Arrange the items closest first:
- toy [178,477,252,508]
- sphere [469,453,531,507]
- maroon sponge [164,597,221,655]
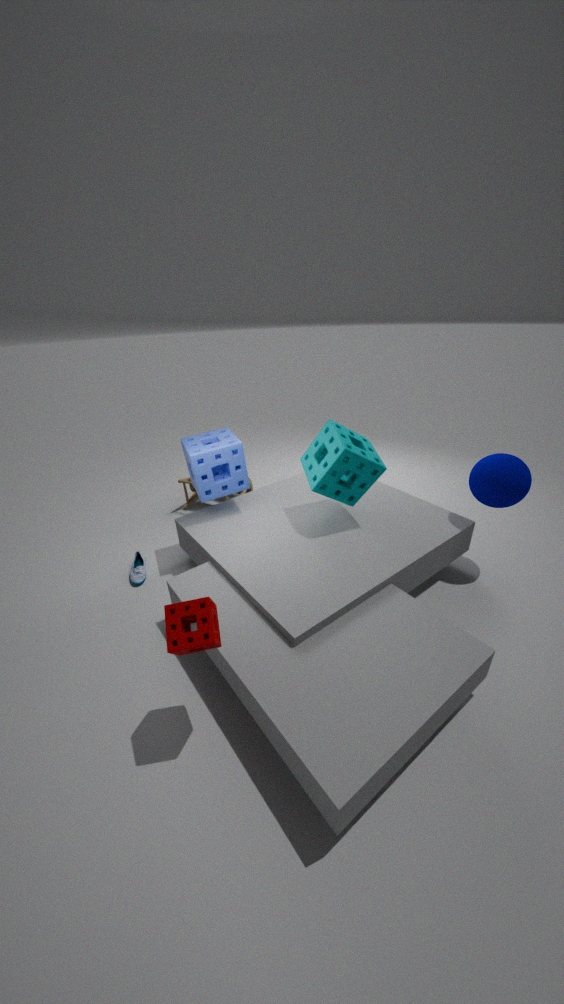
maroon sponge [164,597,221,655] → sphere [469,453,531,507] → toy [178,477,252,508]
